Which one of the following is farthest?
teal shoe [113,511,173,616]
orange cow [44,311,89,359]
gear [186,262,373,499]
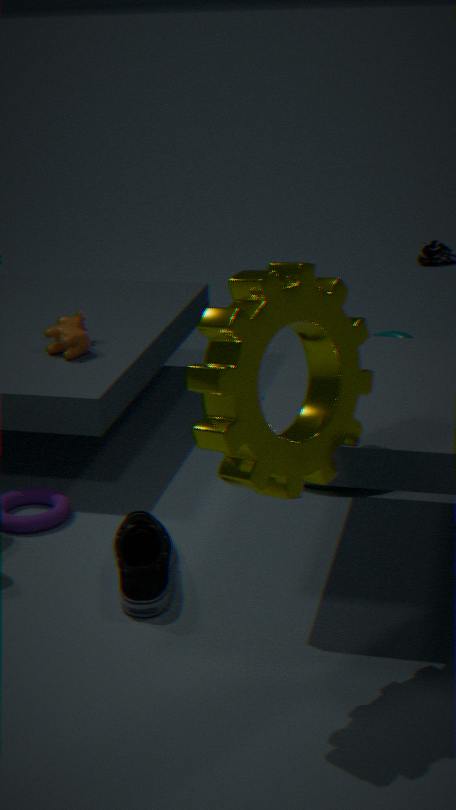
orange cow [44,311,89,359]
